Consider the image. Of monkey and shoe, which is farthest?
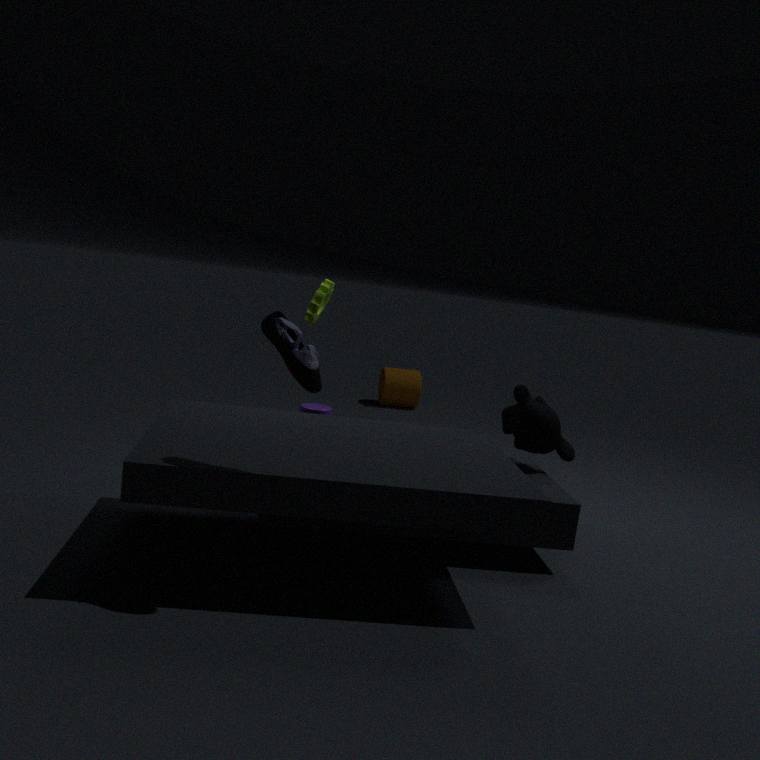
monkey
